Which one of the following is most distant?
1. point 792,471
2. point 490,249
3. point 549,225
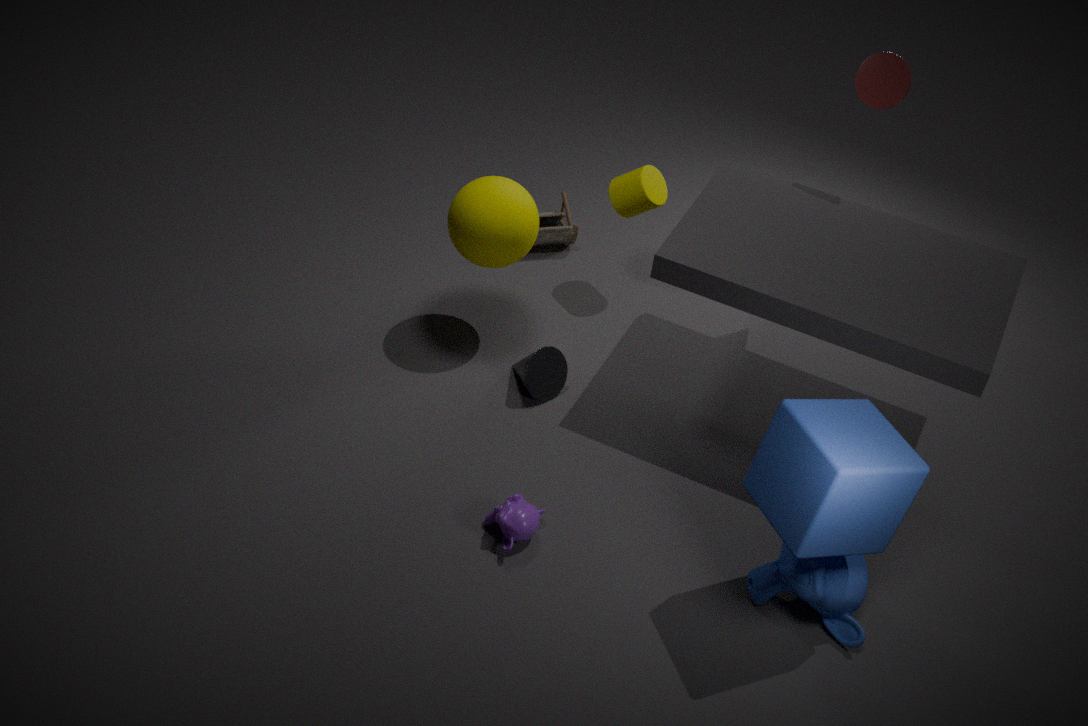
point 549,225
